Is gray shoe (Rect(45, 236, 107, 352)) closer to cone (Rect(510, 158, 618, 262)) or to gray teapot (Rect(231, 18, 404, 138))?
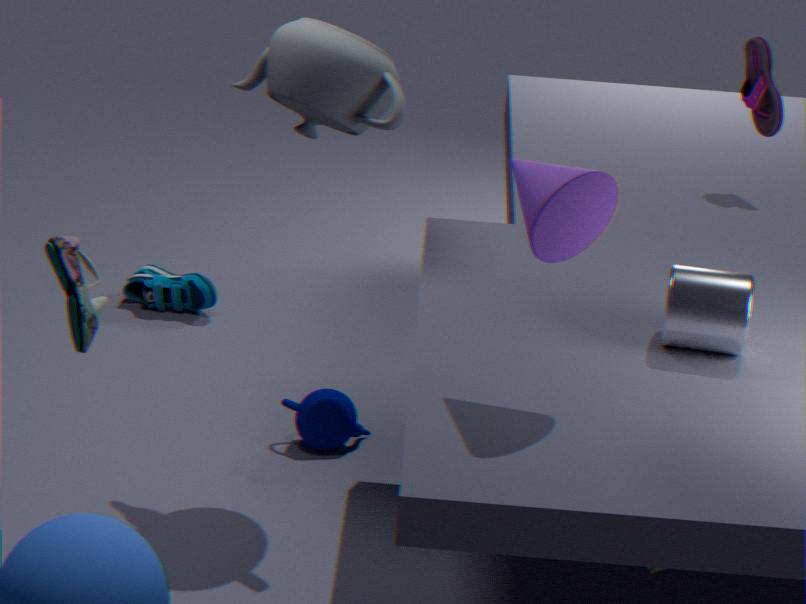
gray teapot (Rect(231, 18, 404, 138))
